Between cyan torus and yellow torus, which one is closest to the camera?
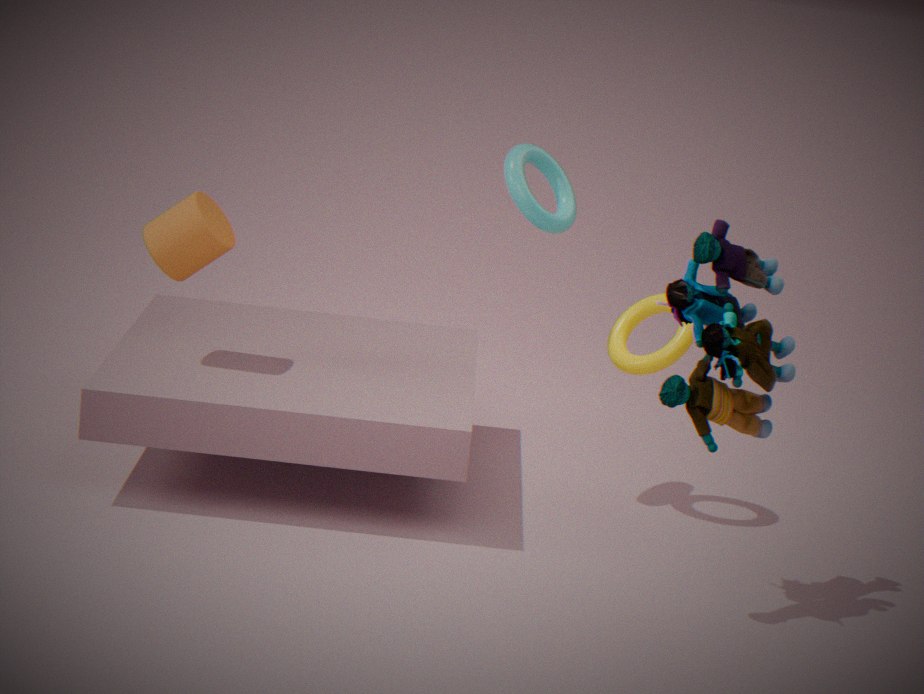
cyan torus
